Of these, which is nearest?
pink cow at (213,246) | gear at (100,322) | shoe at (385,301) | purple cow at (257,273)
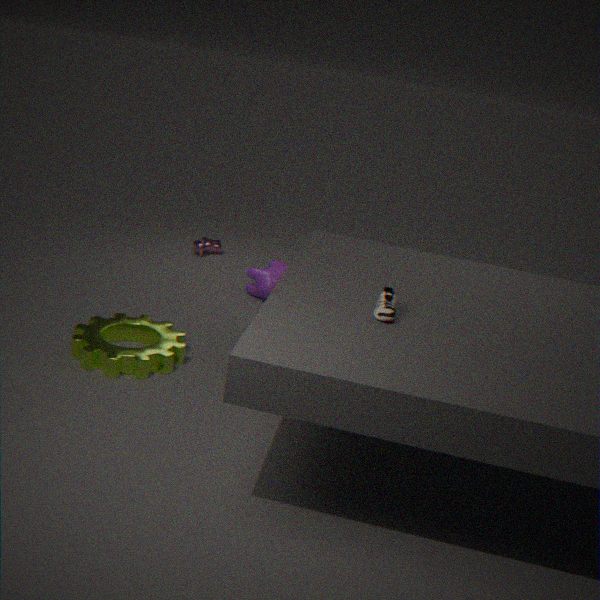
shoe at (385,301)
